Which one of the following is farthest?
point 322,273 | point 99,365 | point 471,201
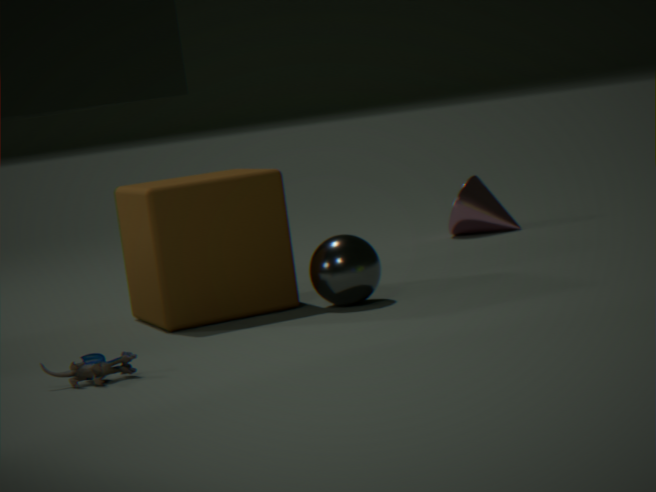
point 471,201
